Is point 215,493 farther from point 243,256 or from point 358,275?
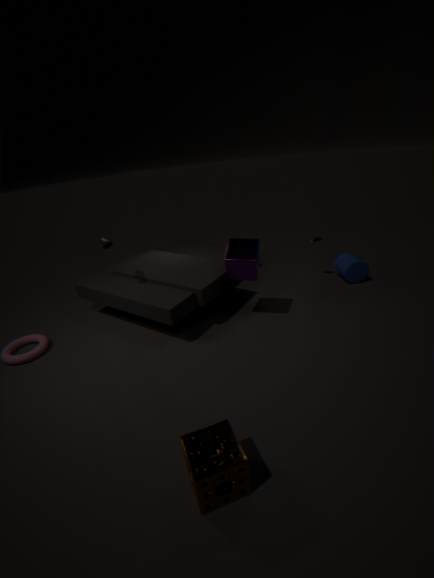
point 358,275
